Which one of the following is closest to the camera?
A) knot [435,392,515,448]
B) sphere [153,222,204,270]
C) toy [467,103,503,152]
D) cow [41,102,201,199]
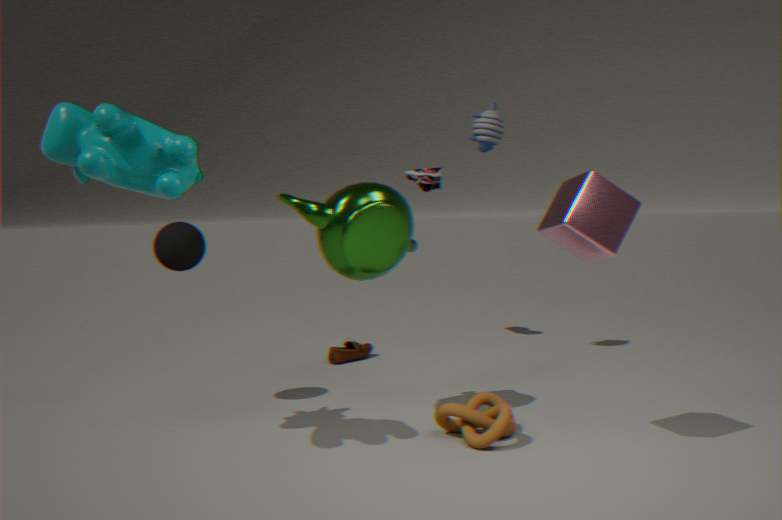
cow [41,102,201,199]
